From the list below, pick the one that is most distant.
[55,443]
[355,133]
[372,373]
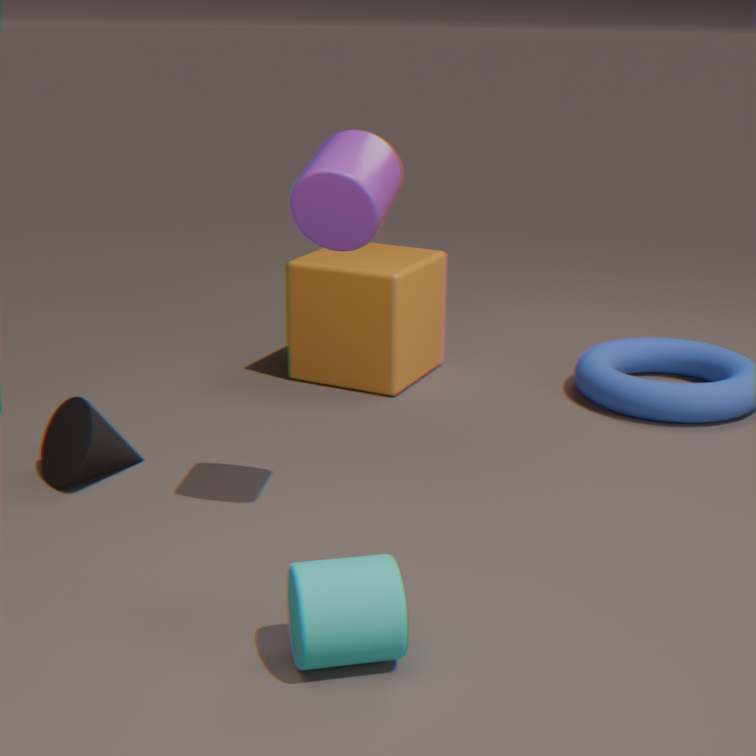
[372,373]
